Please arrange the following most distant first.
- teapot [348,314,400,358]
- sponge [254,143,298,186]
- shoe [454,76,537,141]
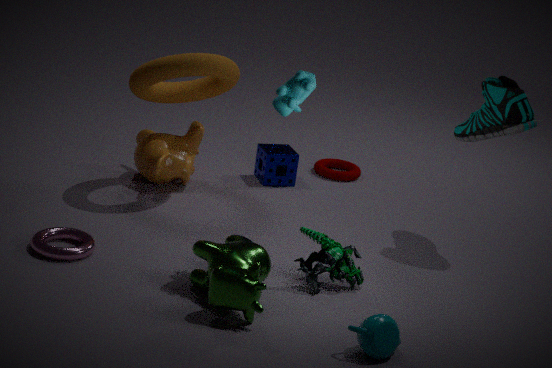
1. sponge [254,143,298,186]
2. shoe [454,76,537,141]
3. teapot [348,314,400,358]
